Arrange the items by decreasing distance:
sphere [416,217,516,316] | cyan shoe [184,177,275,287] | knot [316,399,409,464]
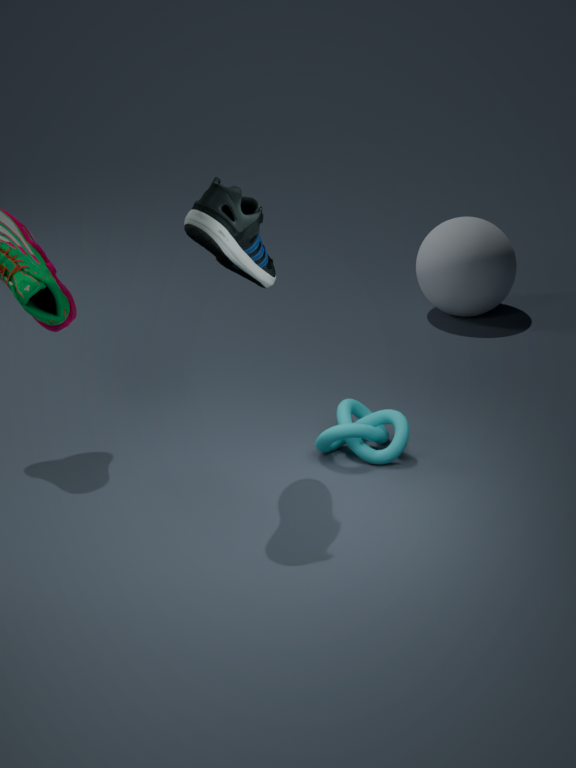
sphere [416,217,516,316]
knot [316,399,409,464]
cyan shoe [184,177,275,287]
